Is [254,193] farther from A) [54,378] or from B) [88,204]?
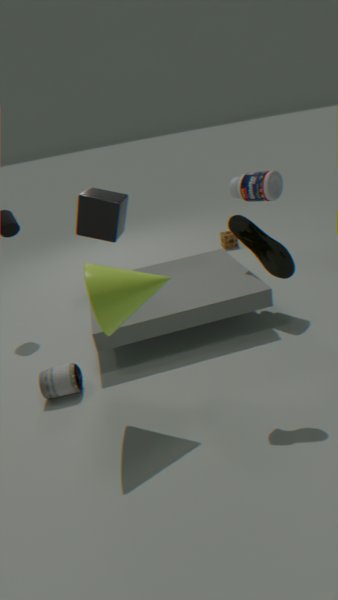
A) [54,378]
